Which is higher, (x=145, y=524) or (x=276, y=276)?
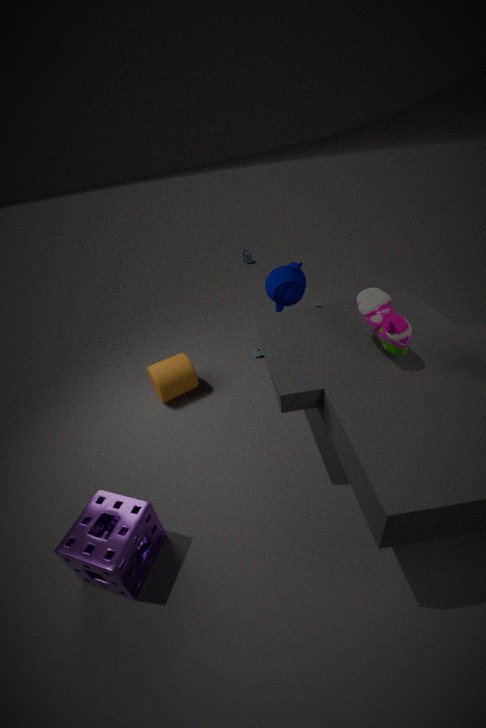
(x=276, y=276)
